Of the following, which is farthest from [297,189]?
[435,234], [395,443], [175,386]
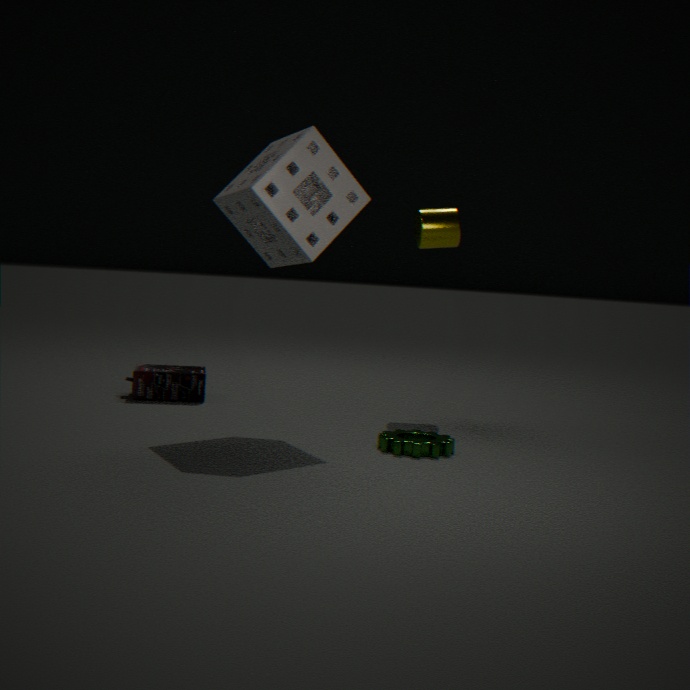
[175,386]
